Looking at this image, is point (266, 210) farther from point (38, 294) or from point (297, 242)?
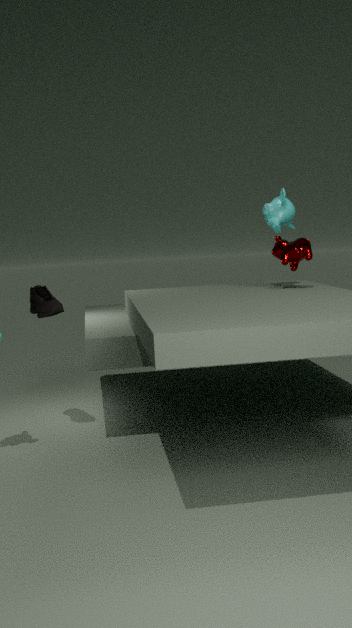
point (38, 294)
